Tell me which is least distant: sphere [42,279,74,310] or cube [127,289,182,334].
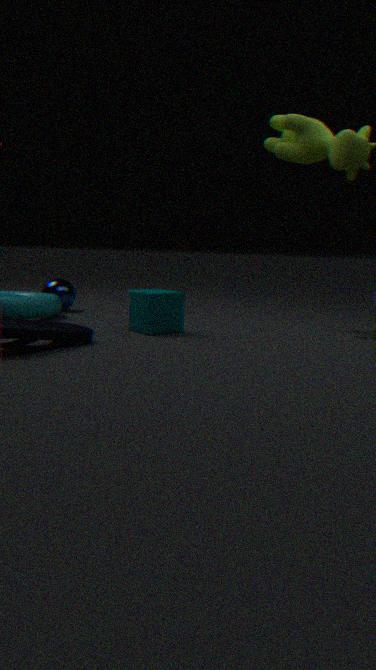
cube [127,289,182,334]
